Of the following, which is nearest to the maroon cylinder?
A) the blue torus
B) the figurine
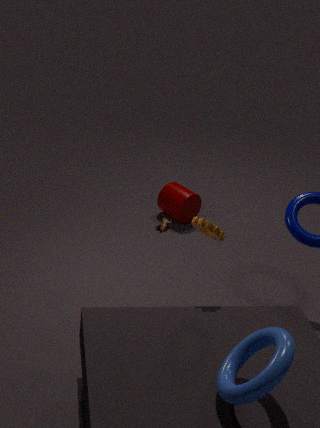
the figurine
